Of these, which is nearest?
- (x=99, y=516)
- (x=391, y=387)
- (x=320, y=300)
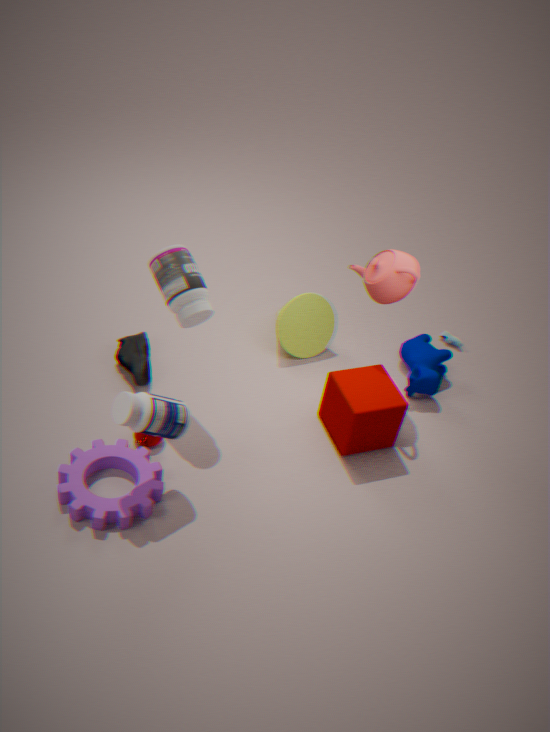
(x=99, y=516)
